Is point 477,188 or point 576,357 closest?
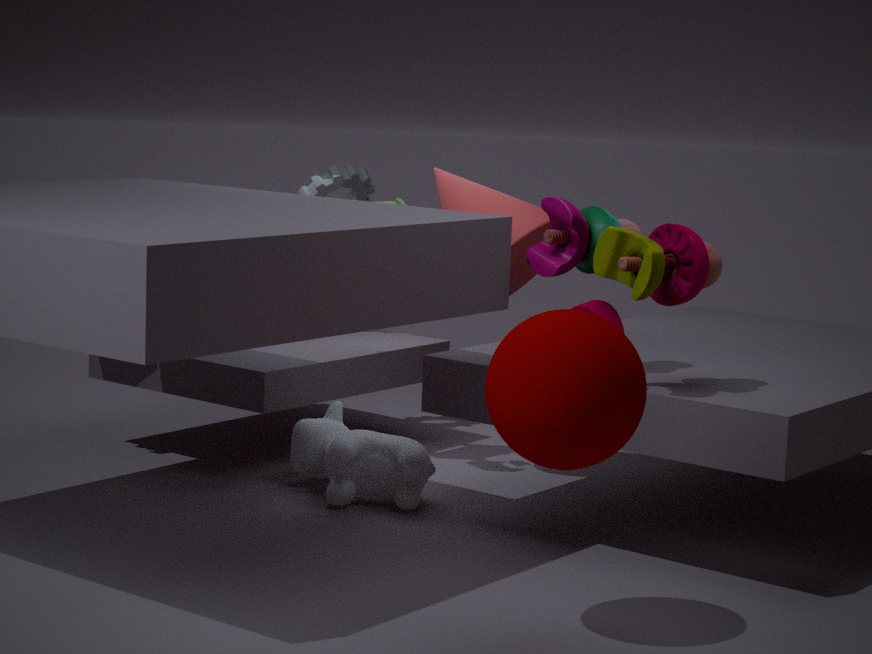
point 576,357
